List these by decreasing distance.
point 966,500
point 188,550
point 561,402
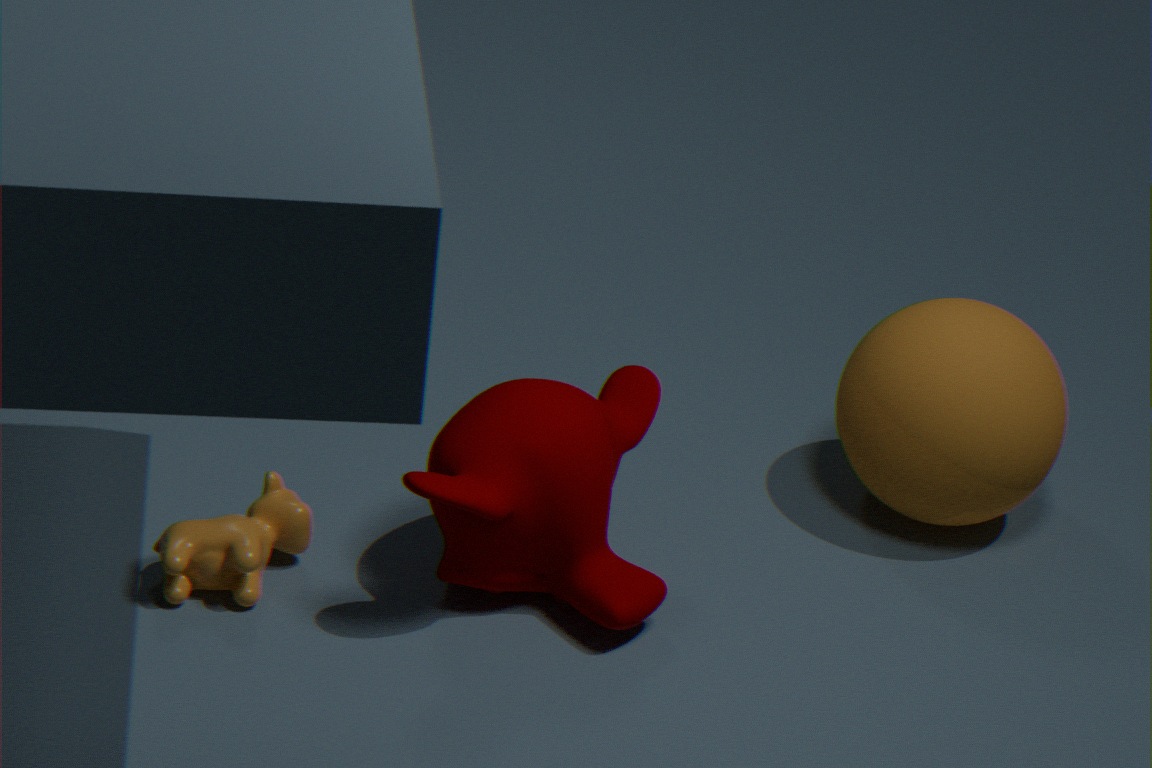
point 966,500
point 561,402
point 188,550
